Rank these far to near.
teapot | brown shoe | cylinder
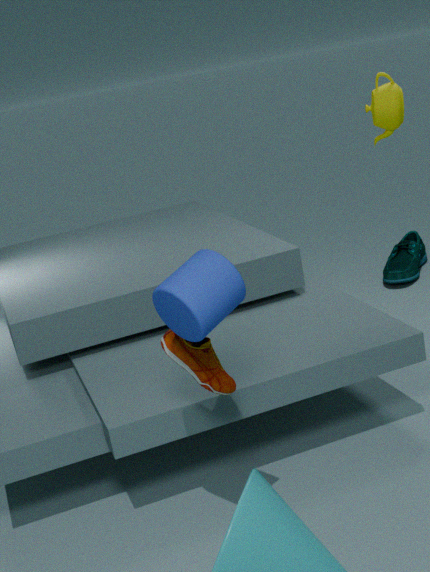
teapot
brown shoe
cylinder
